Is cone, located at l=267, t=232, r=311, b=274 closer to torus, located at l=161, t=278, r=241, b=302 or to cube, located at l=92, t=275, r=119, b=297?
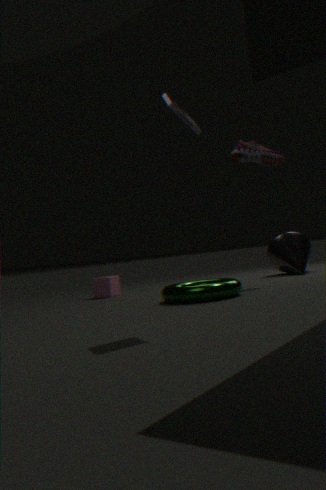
torus, located at l=161, t=278, r=241, b=302
